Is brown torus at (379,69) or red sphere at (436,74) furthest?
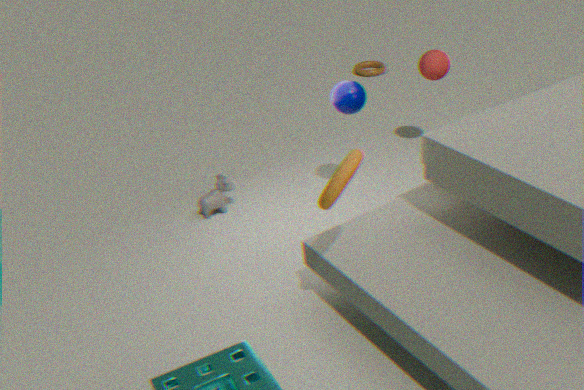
brown torus at (379,69)
